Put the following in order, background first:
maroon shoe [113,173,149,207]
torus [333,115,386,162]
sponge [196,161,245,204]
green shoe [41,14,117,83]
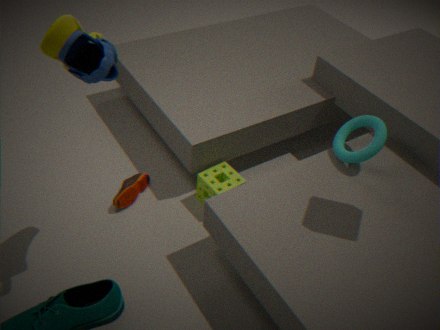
maroon shoe [113,173,149,207] → sponge [196,161,245,204] → torus [333,115,386,162] → green shoe [41,14,117,83]
